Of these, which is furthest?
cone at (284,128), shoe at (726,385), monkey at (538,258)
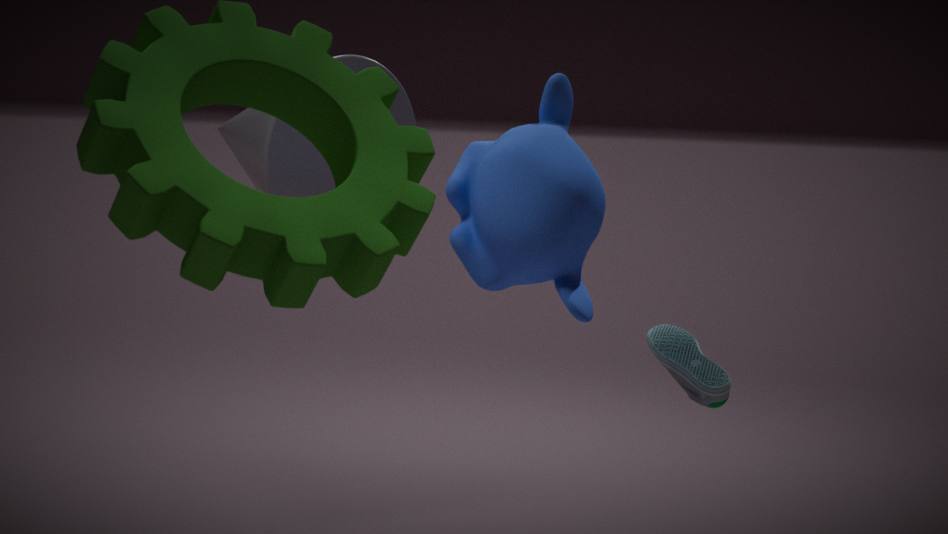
cone at (284,128)
